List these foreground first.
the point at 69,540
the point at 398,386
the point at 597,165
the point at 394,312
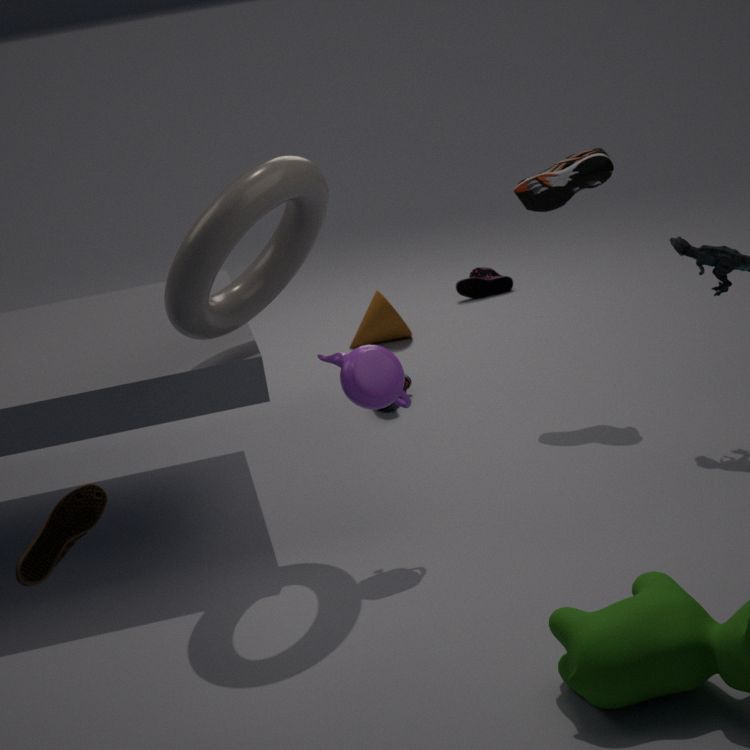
1. the point at 69,540
2. the point at 398,386
3. the point at 597,165
4. the point at 394,312
